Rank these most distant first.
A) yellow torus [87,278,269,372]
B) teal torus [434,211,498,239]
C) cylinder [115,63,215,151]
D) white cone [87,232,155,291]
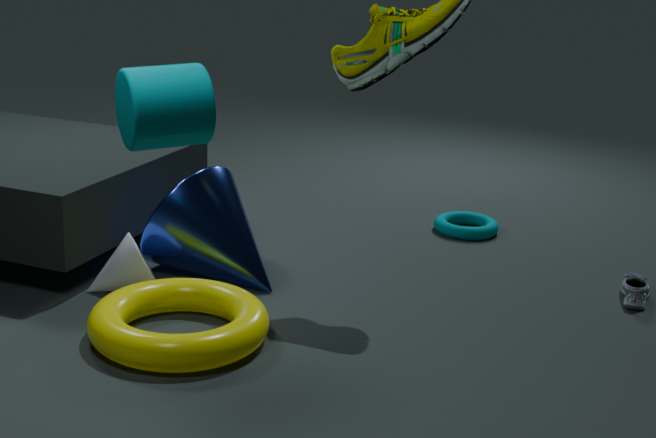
teal torus [434,211,498,239] → white cone [87,232,155,291] → yellow torus [87,278,269,372] → cylinder [115,63,215,151]
